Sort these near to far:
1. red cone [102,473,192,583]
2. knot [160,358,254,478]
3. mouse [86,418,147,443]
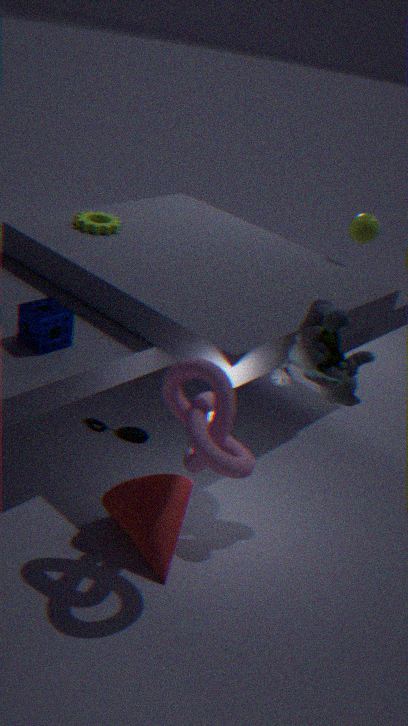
knot [160,358,254,478] → red cone [102,473,192,583] → mouse [86,418,147,443]
